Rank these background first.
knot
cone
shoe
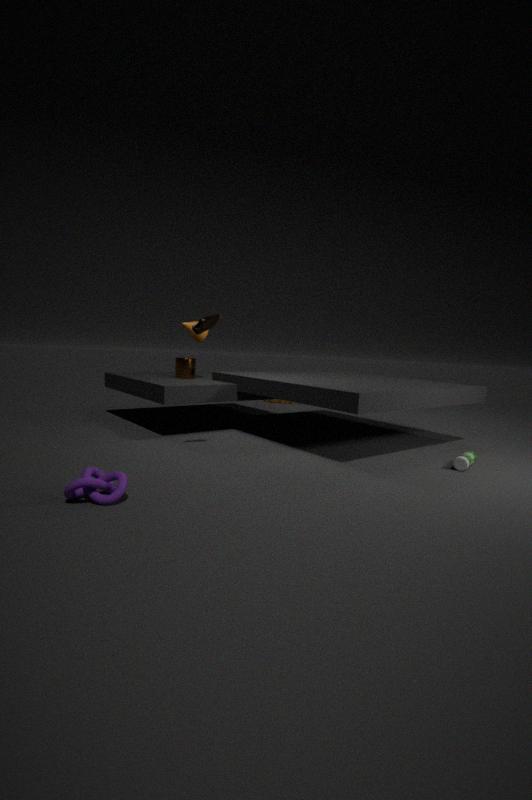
cone → shoe → knot
